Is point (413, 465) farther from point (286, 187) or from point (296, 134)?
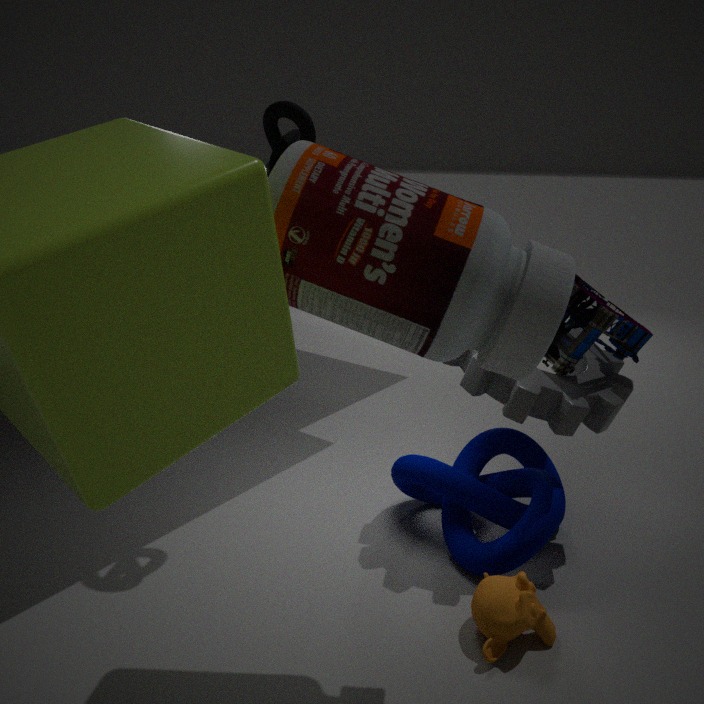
point (296, 134)
